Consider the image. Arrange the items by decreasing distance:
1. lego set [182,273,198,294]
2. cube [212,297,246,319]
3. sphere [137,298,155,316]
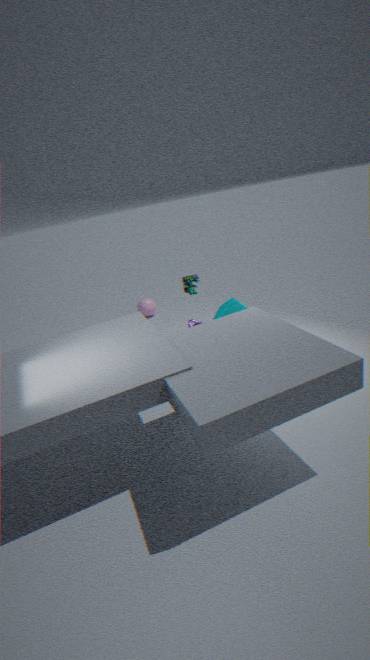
sphere [137,298,155,316] < lego set [182,273,198,294] < cube [212,297,246,319]
